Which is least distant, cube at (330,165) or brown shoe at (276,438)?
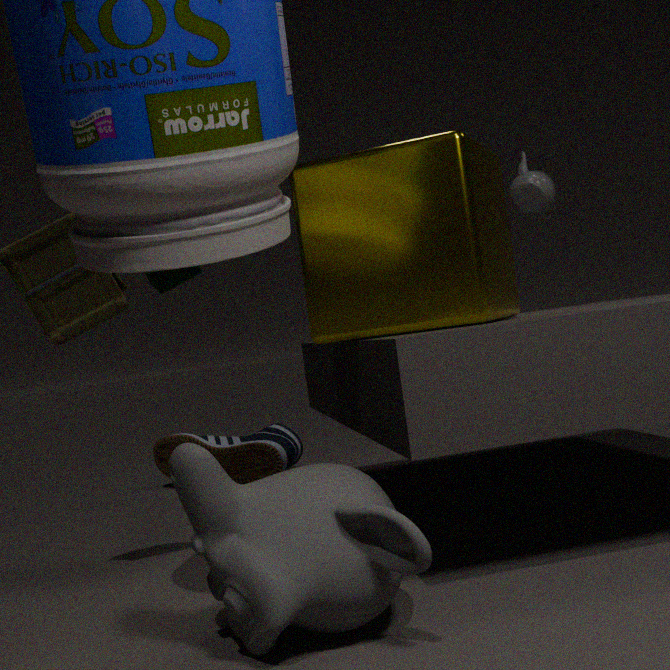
cube at (330,165)
